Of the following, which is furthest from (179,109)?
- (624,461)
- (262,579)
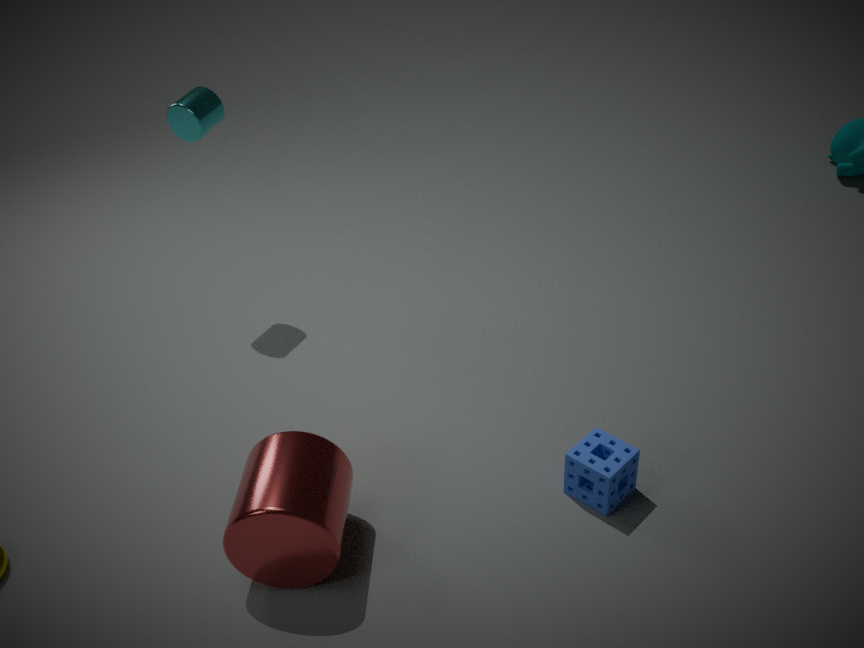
(624,461)
